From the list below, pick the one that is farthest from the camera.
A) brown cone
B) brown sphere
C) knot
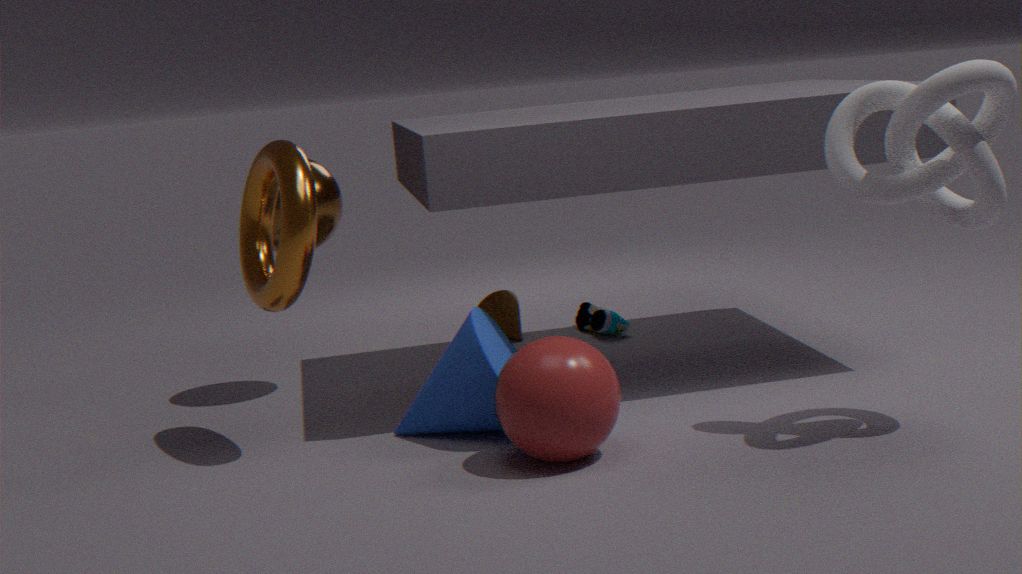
brown cone
